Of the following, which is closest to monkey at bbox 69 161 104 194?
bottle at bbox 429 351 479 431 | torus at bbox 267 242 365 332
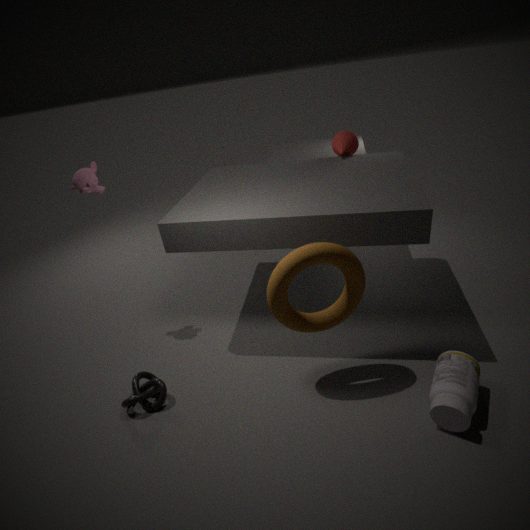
torus at bbox 267 242 365 332
